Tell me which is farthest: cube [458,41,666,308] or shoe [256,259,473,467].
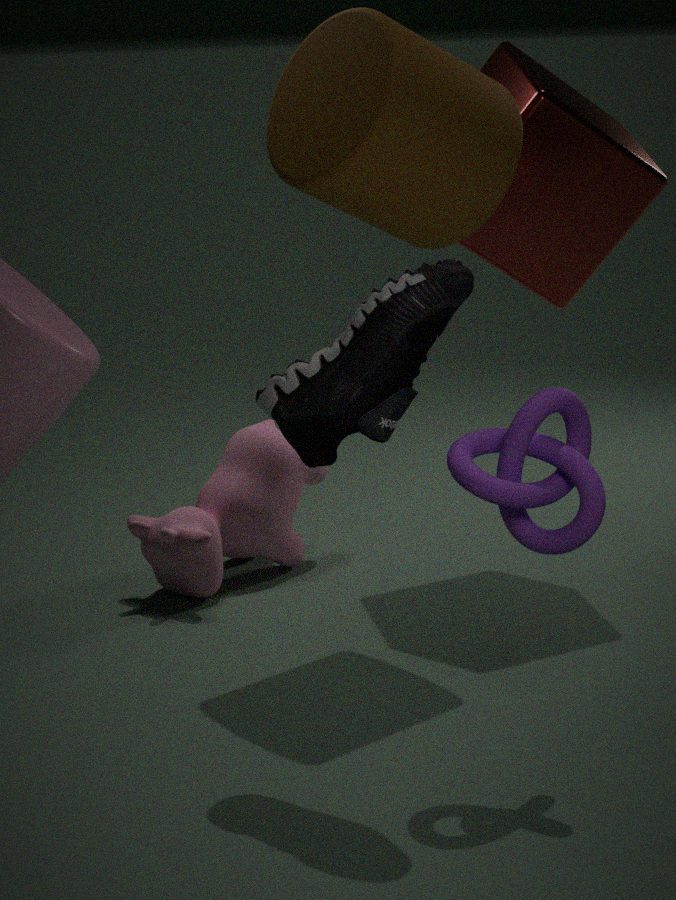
cube [458,41,666,308]
